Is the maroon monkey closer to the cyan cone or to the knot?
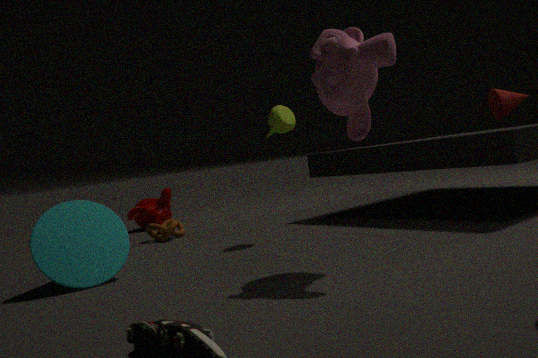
the knot
